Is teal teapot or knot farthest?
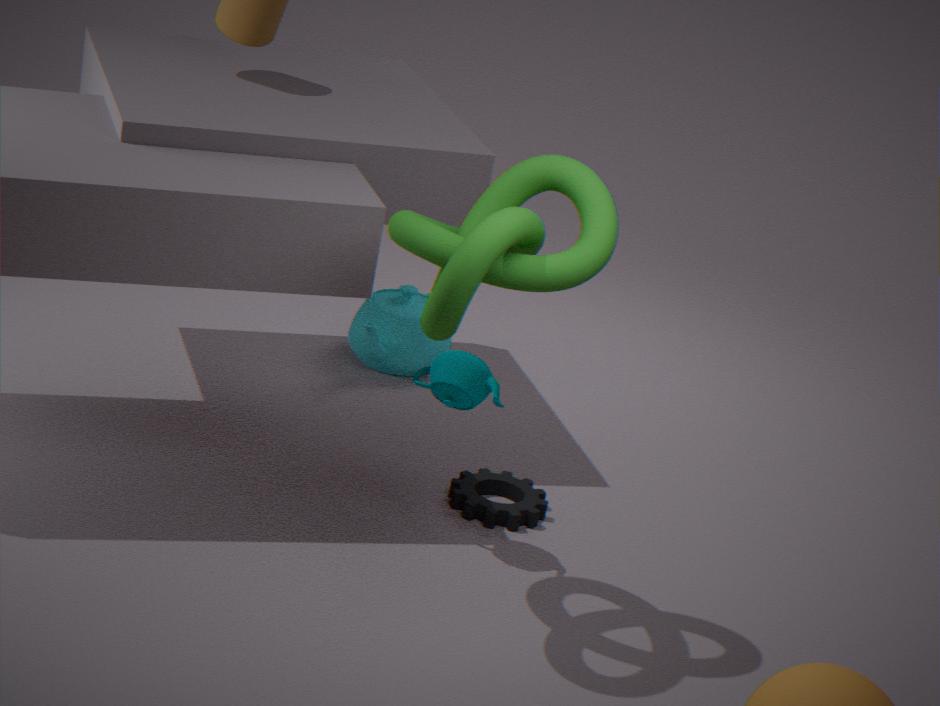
teal teapot
